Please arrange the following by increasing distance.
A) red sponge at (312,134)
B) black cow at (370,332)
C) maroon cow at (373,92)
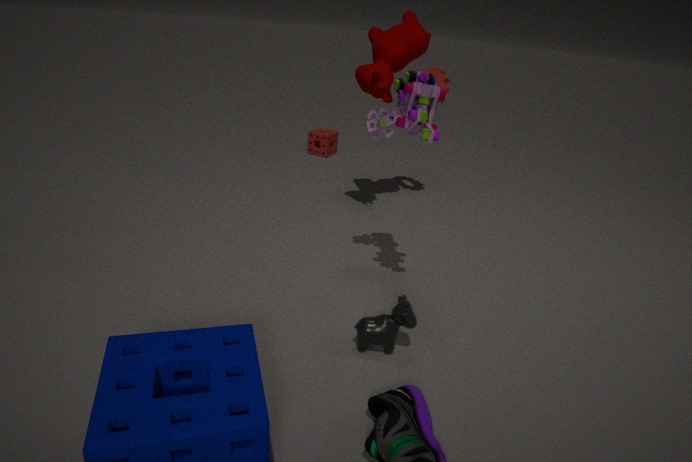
black cow at (370,332) < maroon cow at (373,92) < red sponge at (312,134)
